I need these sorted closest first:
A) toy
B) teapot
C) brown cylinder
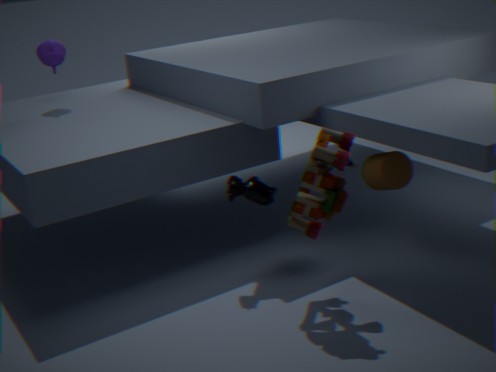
toy < brown cylinder < teapot
